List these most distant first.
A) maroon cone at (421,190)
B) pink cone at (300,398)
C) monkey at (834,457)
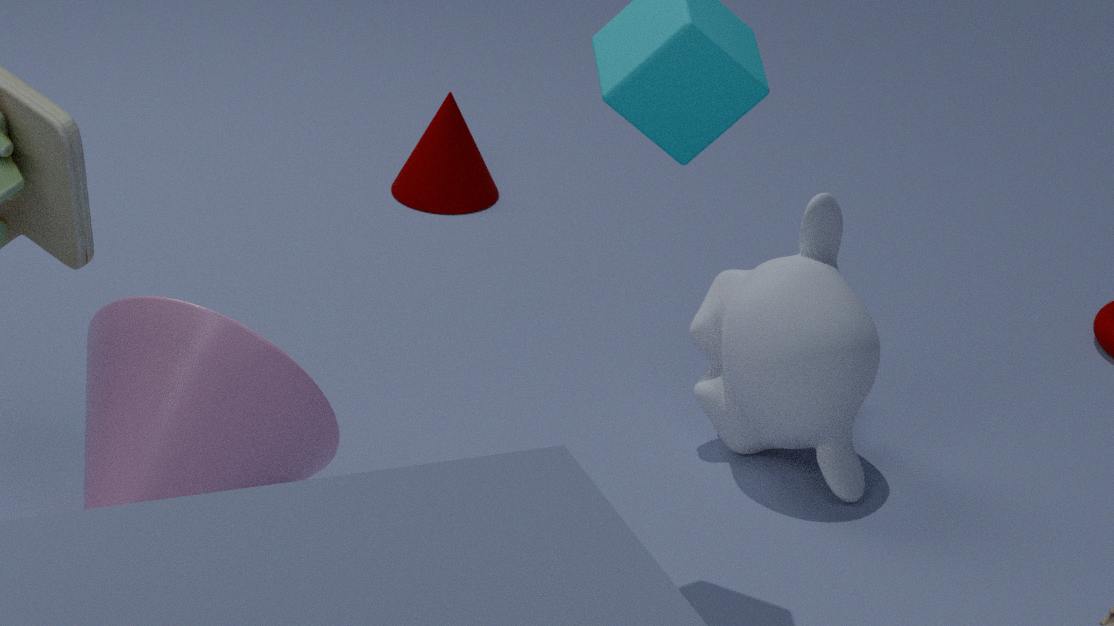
maroon cone at (421,190)
monkey at (834,457)
pink cone at (300,398)
